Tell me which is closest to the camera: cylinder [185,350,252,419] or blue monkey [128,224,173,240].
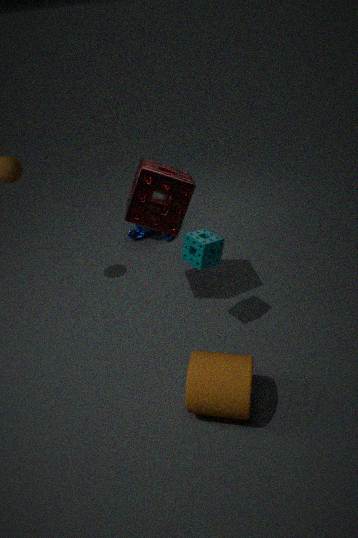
cylinder [185,350,252,419]
